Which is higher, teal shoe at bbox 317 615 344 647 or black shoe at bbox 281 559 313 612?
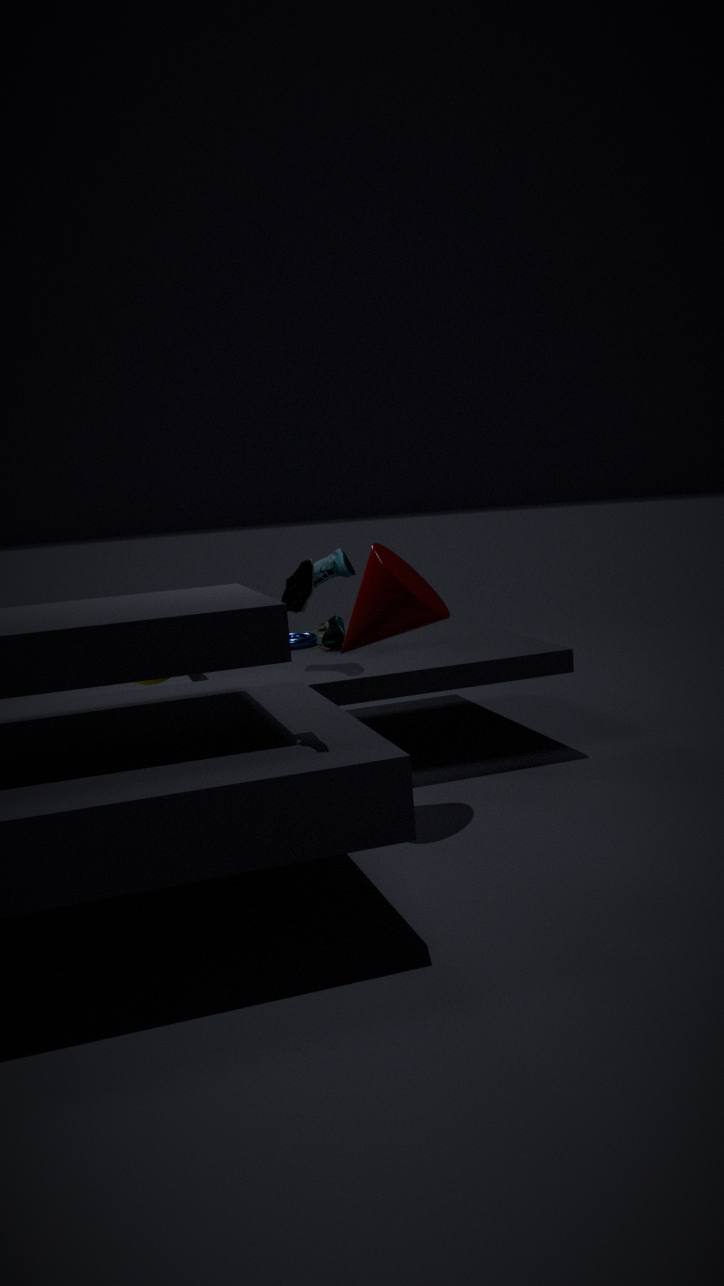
black shoe at bbox 281 559 313 612
